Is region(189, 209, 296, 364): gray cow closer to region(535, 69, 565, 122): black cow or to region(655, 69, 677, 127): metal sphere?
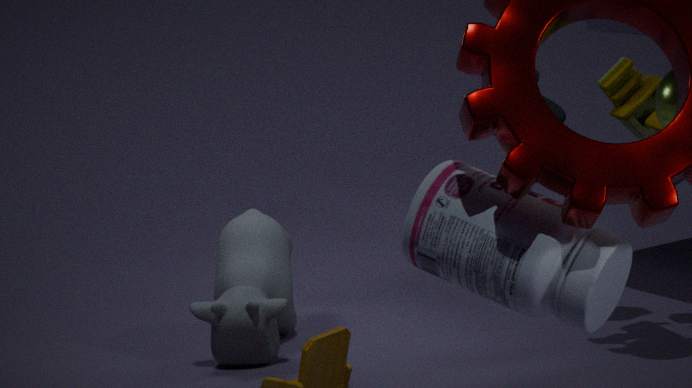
region(535, 69, 565, 122): black cow
